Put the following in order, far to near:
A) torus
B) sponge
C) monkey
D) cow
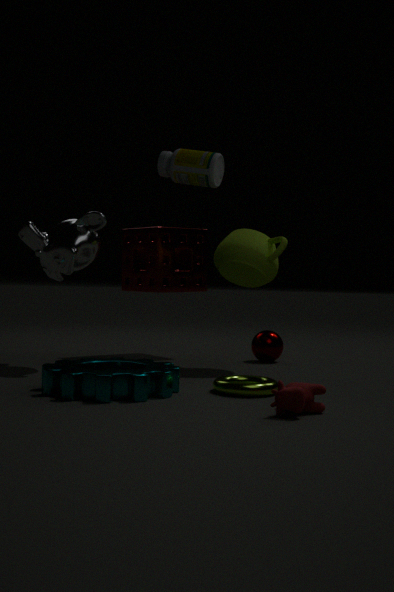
sponge → monkey → torus → cow
